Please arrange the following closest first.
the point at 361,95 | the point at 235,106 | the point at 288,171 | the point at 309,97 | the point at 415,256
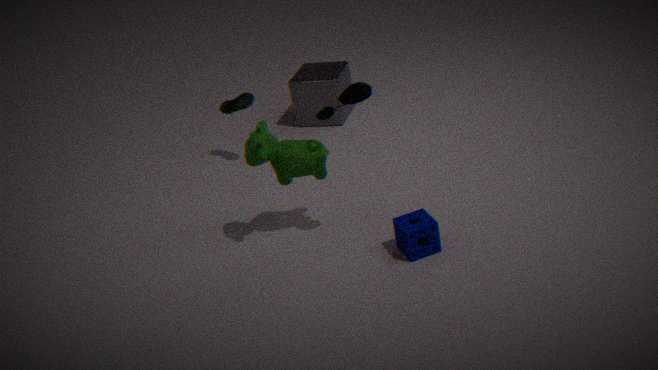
the point at 361,95
the point at 415,256
the point at 288,171
the point at 235,106
the point at 309,97
